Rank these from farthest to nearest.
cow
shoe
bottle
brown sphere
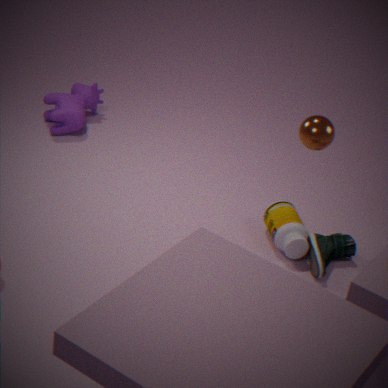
cow
bottle
shoe
brown sphere
